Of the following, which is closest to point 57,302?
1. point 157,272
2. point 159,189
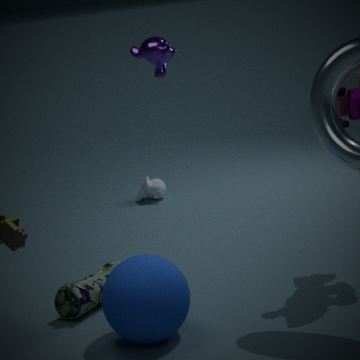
point 157,272
